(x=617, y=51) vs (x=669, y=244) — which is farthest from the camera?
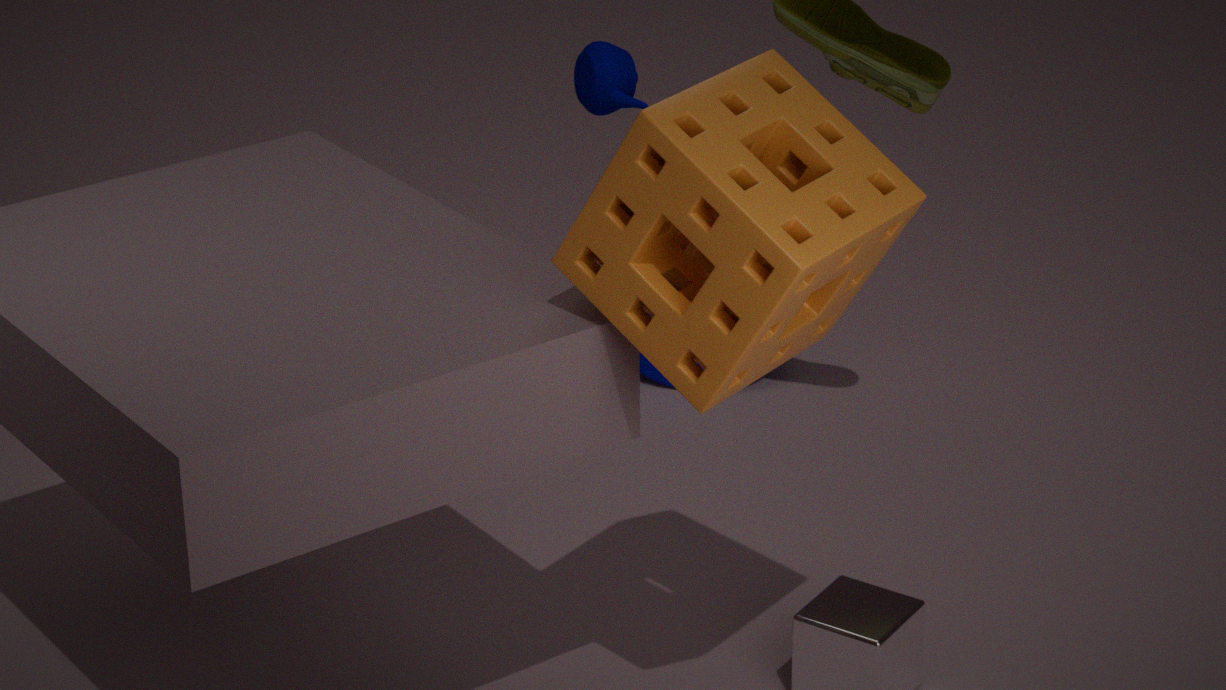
(x=617, y=51)
